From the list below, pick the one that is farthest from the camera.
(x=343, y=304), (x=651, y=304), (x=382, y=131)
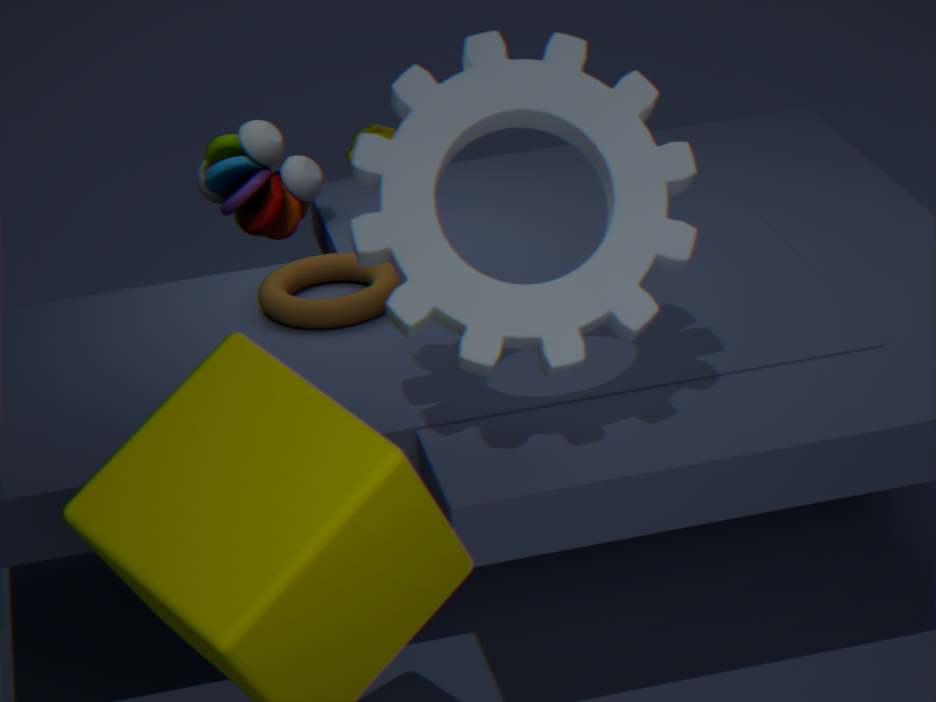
(x=382, y=131)
